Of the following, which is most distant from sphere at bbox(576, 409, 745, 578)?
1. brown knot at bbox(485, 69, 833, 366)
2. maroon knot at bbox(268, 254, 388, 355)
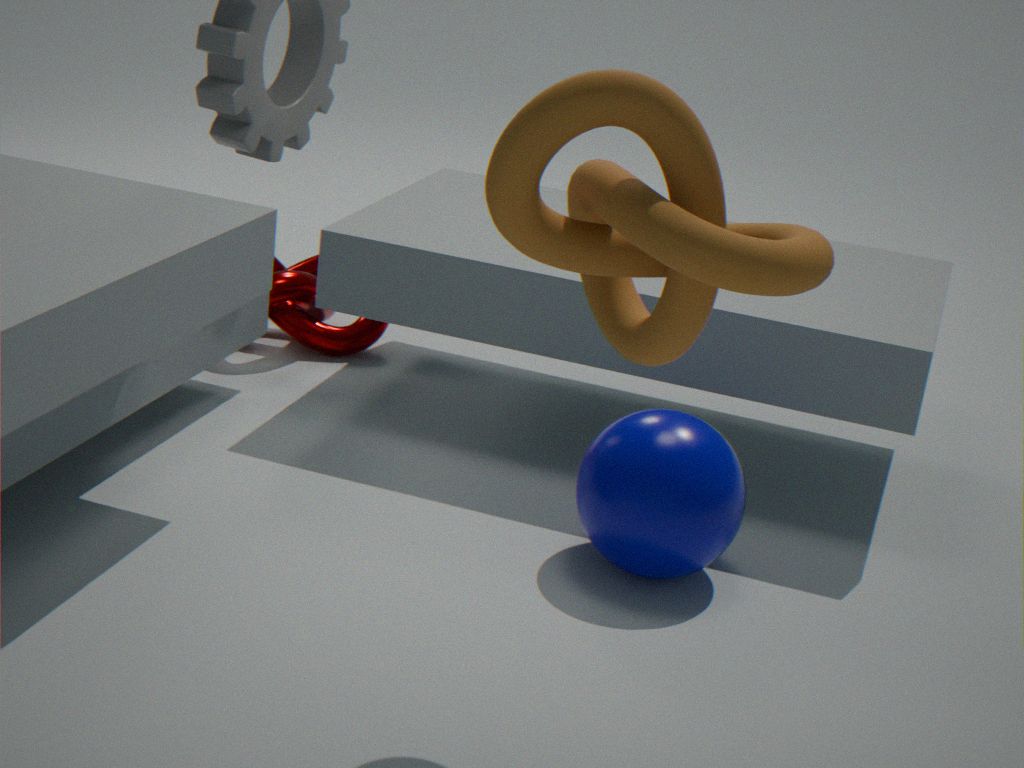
maroon knot at bbox(268, 254, 388, 355)
